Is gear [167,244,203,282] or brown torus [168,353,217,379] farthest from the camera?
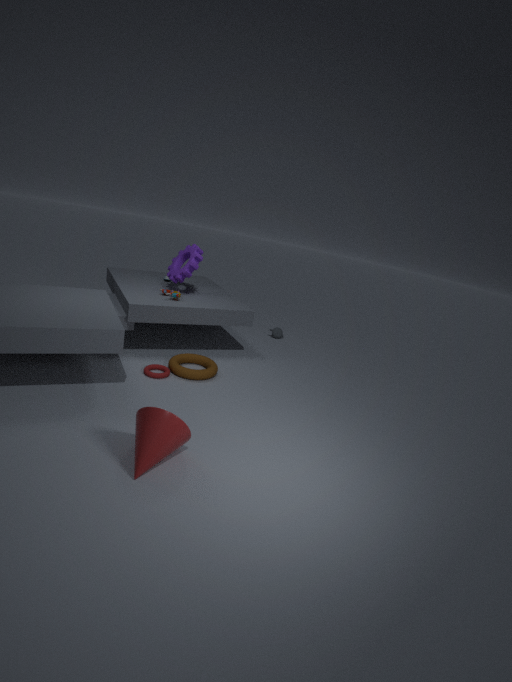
gear [167,244,203,282]
